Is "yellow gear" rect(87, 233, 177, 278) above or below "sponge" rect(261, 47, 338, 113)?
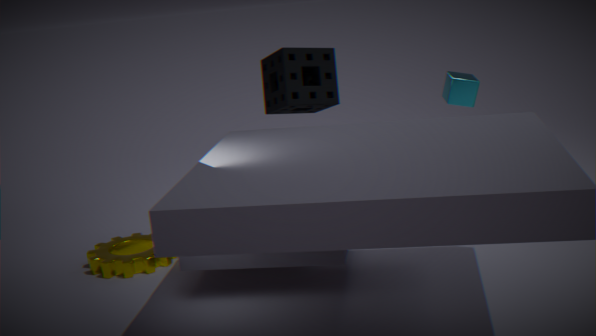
below
